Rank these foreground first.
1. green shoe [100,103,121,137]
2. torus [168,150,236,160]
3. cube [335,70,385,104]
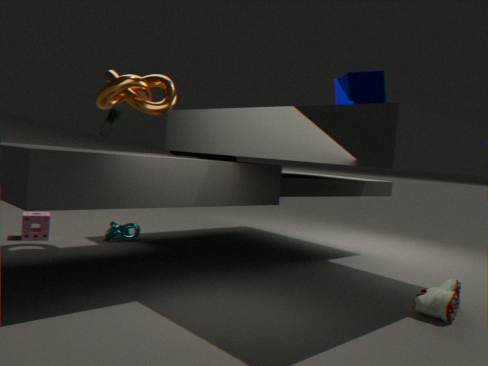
cube [335,70,385,104], green shoe [100,103,121,137], torus [168,150,236,160]
